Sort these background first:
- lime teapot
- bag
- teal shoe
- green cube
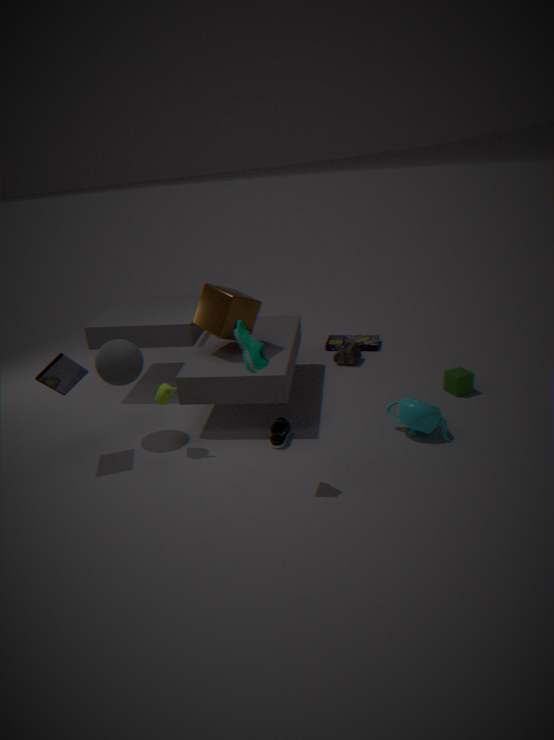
bag → green cube → lime teapot → teal shoe
